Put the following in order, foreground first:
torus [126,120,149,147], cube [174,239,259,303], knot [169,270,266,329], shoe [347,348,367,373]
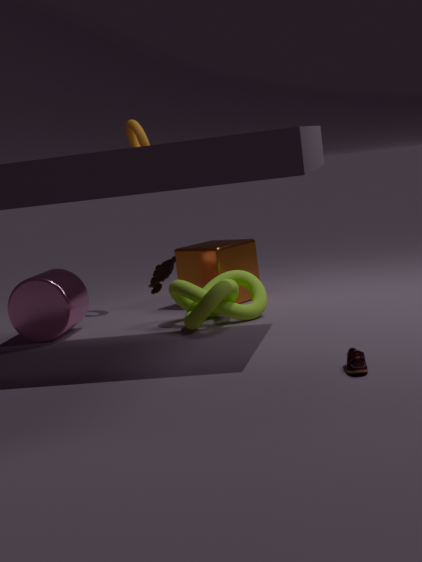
shoe [347,348,367,373], knot [169,270,266,329], cube [174,239,259,303], torus [126,120,149,147]
